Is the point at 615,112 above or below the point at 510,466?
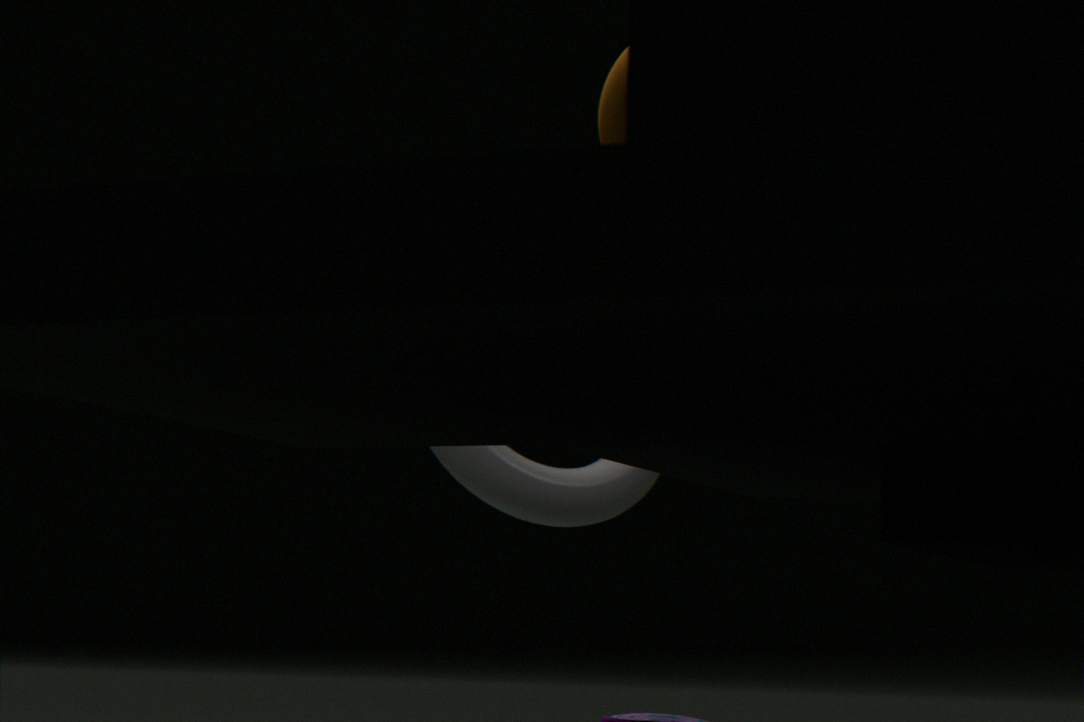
above
